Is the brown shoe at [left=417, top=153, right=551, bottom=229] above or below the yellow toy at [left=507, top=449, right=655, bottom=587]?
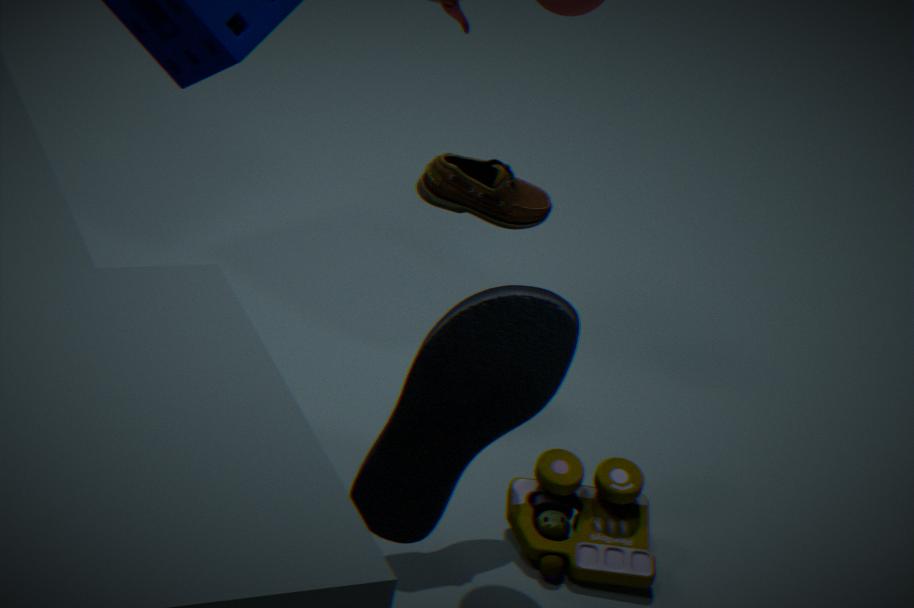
above
